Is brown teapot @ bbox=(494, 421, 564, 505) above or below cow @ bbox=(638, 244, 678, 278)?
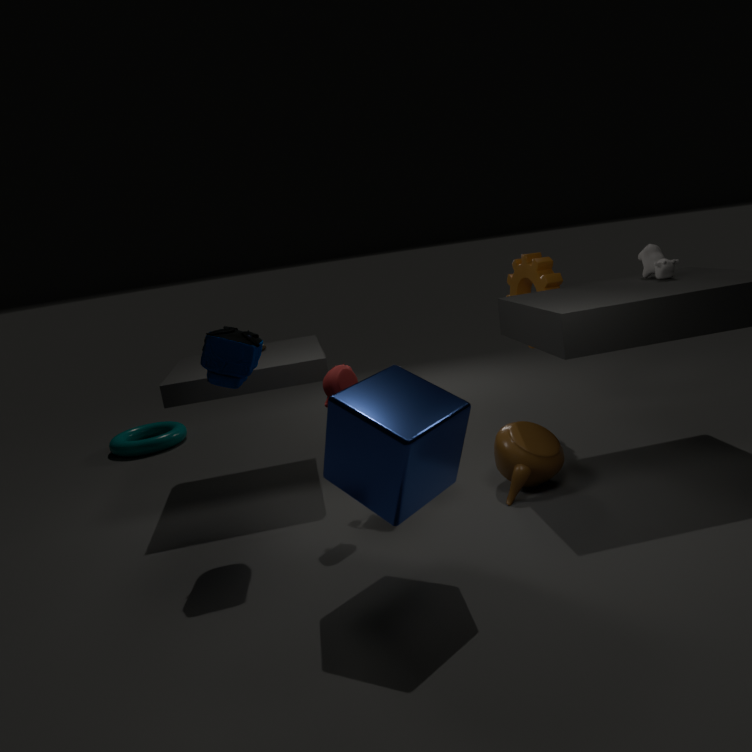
below
